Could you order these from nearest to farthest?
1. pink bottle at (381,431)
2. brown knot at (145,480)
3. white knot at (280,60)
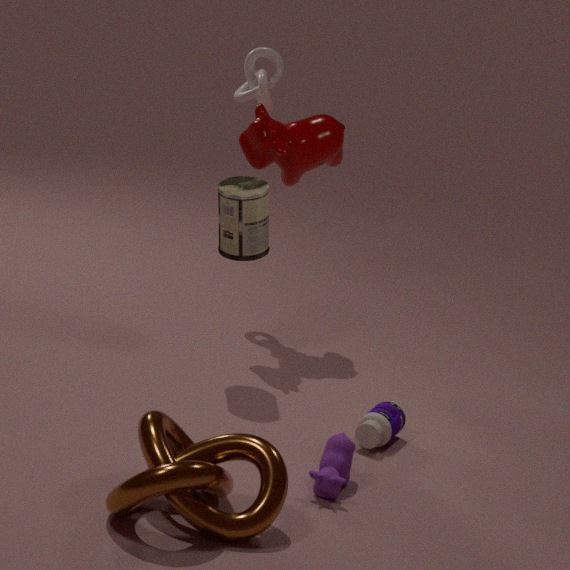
brown knot at (145,480) < pink bottle at (381,431) < white knot at (280,60)
